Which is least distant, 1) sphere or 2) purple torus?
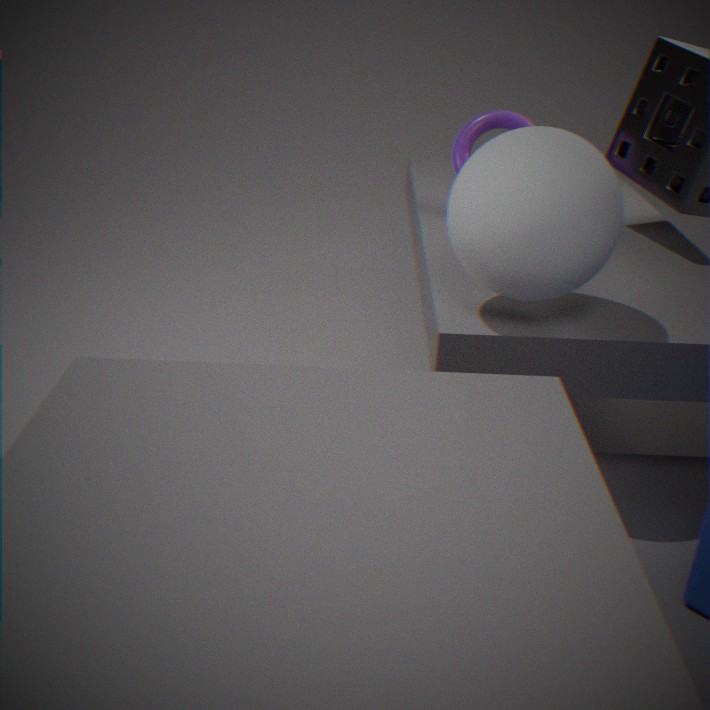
1. sphere
